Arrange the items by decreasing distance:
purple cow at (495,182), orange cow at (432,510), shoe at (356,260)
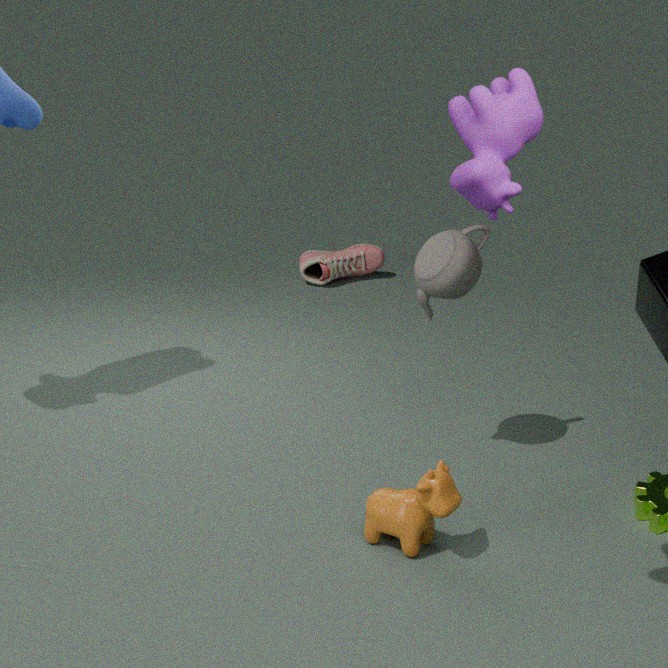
shoe at (356,260) < orange cow at (432,510) < purple cow at (495,182)
